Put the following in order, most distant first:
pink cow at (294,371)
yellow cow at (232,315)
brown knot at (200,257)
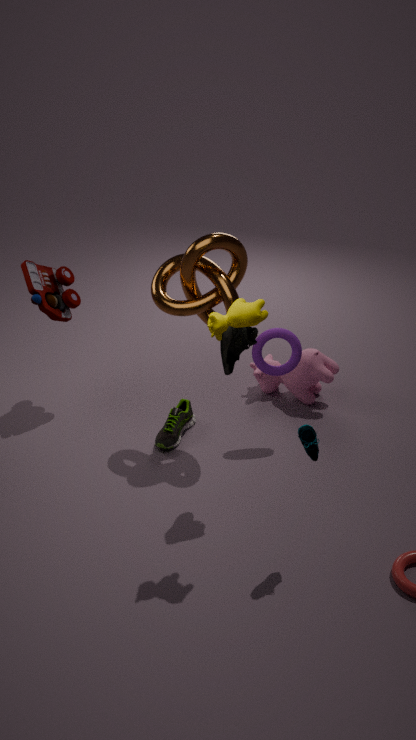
1. pink cow at (294,371)
2. brown knot at (200,257)
3. yellow cow at (232,315)
